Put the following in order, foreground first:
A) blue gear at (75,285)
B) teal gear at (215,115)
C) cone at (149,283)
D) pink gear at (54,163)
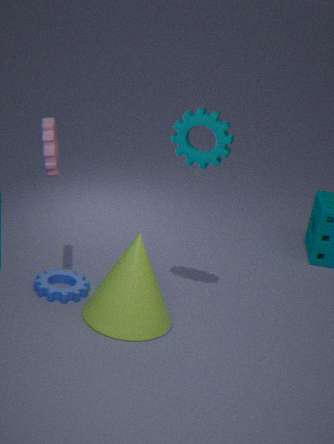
teal gear at (215,115) → pink gear at (54,163) → cone at (149,283) → blue gear at (75,285)
